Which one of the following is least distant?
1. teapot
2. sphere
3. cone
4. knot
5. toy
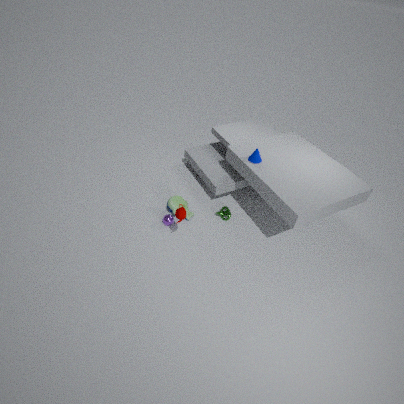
teapot
